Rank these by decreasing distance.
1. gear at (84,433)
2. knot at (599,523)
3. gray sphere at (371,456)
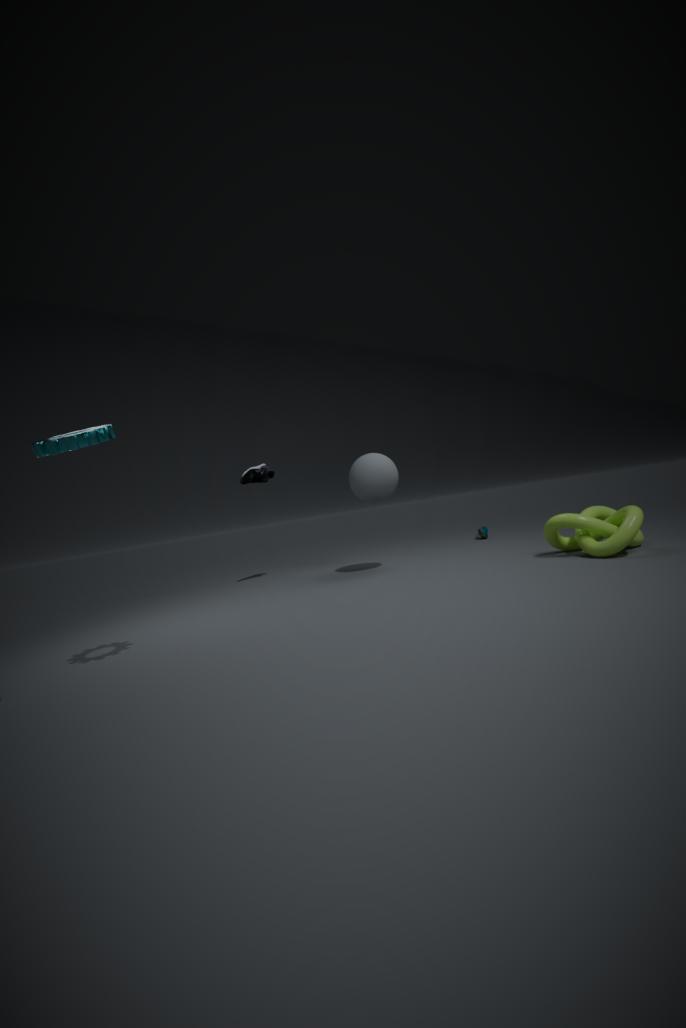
gray sphere at (371,456) → knot at (599,523) → gear at (84,433)
